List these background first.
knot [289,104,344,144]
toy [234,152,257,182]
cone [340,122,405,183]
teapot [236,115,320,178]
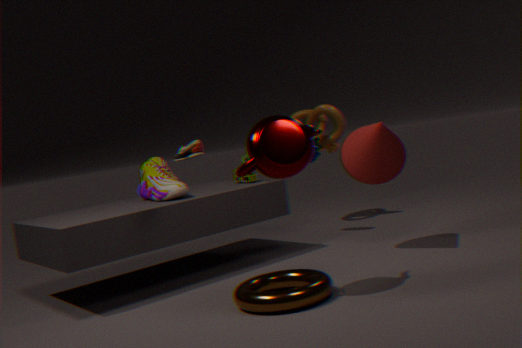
1. knot [289,104,344,144]
2. toy [234,152,257,182]
3. cone [340,122,405,183]
4. teapot [236,115,320,178]
